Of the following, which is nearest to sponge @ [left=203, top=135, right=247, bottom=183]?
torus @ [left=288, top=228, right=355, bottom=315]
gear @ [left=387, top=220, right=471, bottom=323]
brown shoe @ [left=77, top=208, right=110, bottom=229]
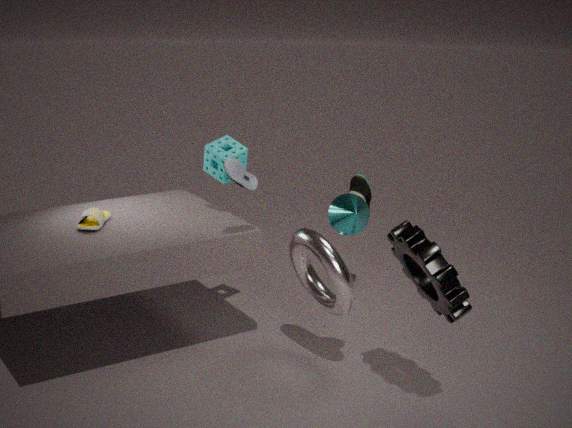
torus @ [left=288, top=228, right=355, bottom=315]
